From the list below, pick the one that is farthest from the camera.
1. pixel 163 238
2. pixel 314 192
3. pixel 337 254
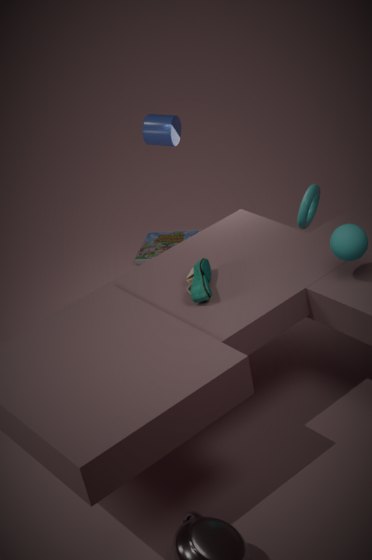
pixel 163 238
